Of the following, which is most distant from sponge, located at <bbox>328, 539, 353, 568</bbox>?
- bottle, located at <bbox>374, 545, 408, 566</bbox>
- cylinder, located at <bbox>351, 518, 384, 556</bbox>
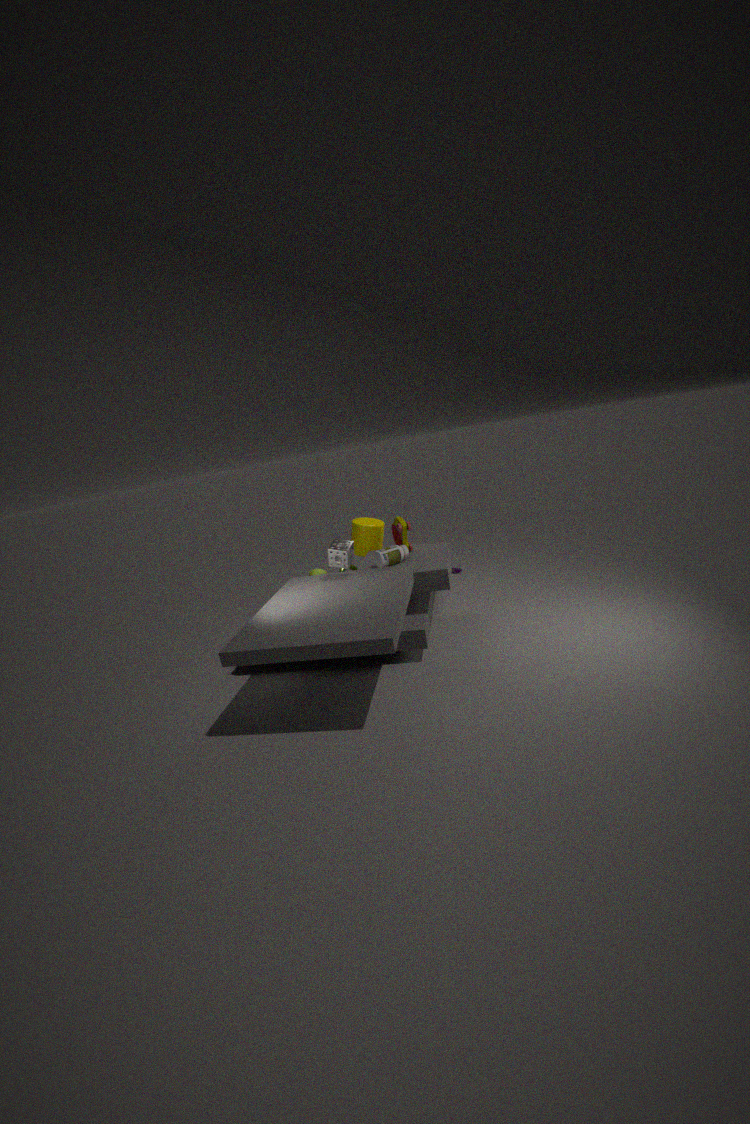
cylinder, located at <bbox>351, 518, 384, 556</bbox>
